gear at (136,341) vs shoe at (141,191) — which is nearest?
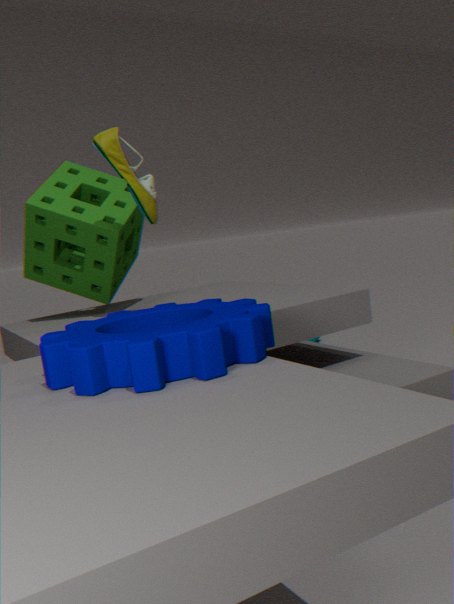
gear at (136,341)
